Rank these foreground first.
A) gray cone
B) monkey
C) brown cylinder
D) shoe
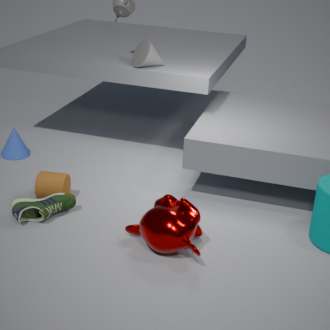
monkey
shoe
brown cylinder
gray cone
